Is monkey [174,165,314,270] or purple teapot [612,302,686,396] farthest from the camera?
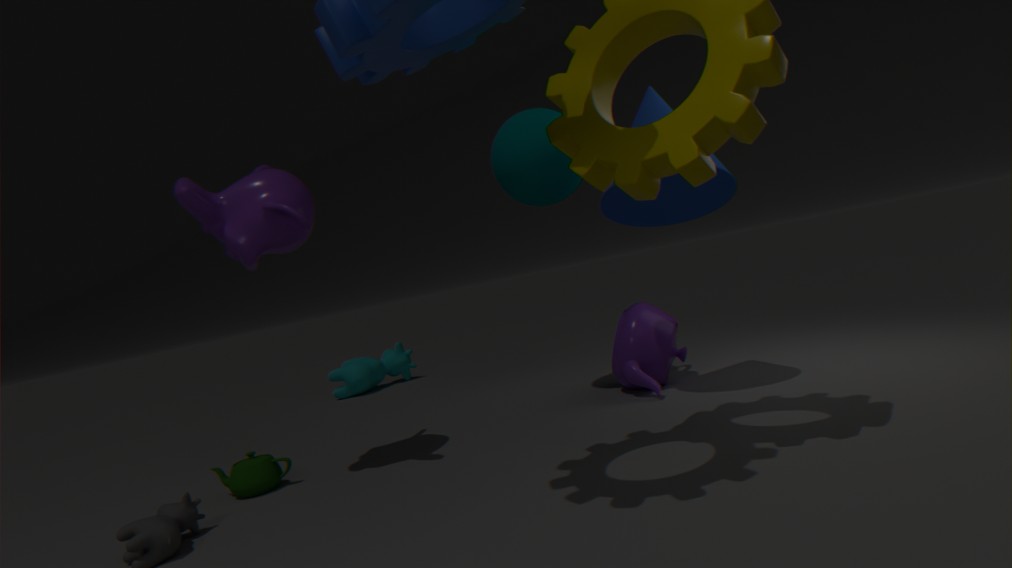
purple teapot [612,302,686,396]
